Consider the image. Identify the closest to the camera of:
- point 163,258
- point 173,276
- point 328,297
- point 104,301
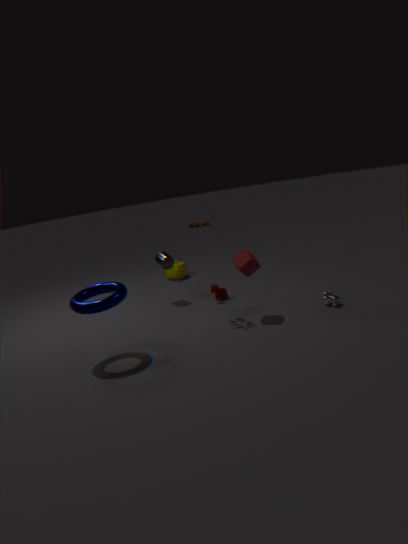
point 104,301
